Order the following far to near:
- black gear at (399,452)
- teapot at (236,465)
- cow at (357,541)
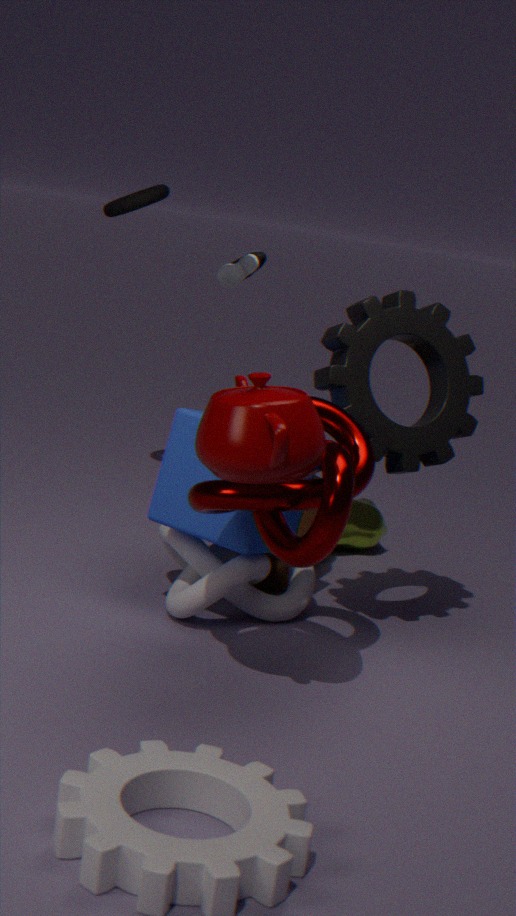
1. cow at (357,541)
2. black gear at (399,452)
3. teapot at (236,465)
